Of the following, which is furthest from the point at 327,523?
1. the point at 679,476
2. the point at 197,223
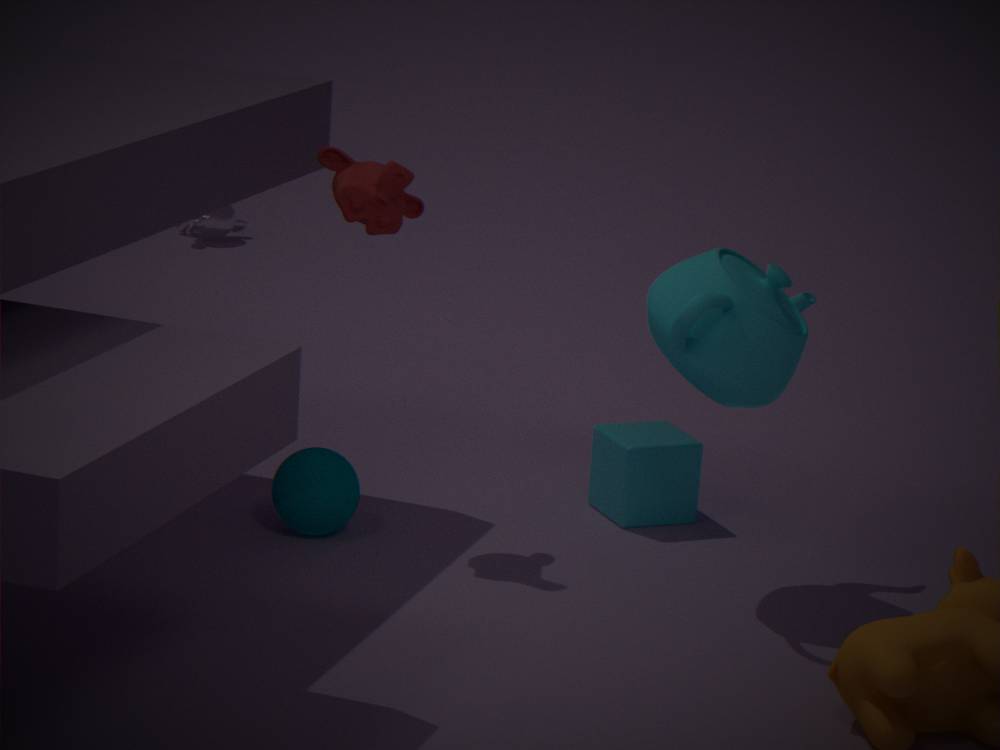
the point at 197,223
